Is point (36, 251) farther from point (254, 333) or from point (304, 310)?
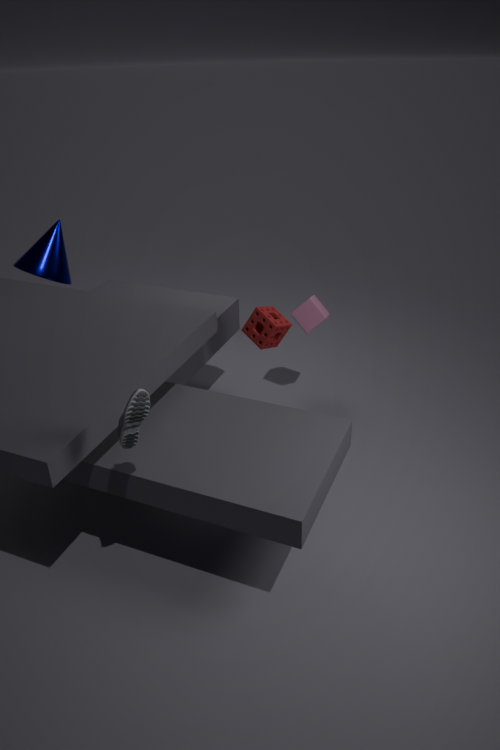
point (304, 310)
